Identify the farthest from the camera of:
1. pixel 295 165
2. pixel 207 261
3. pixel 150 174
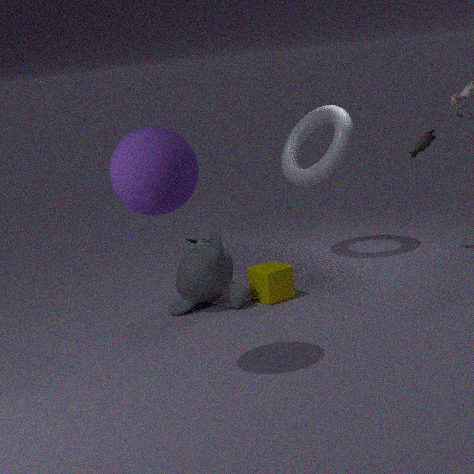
pixel 295 165
